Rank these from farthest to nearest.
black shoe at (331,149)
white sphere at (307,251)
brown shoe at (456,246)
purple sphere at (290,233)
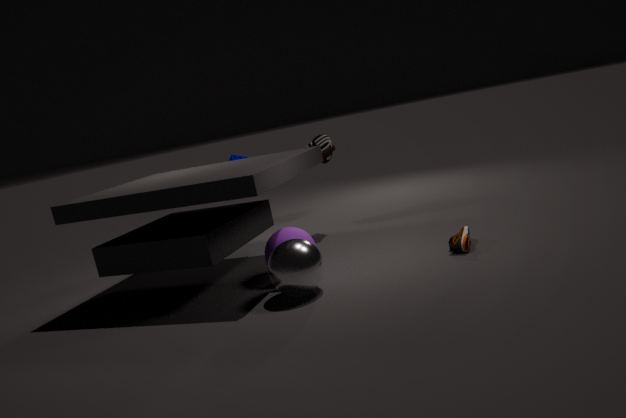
black shoe at (331,149) → purple sphere at (290,233) → brown shoe at (456,246) → white sphere at (307,251)
